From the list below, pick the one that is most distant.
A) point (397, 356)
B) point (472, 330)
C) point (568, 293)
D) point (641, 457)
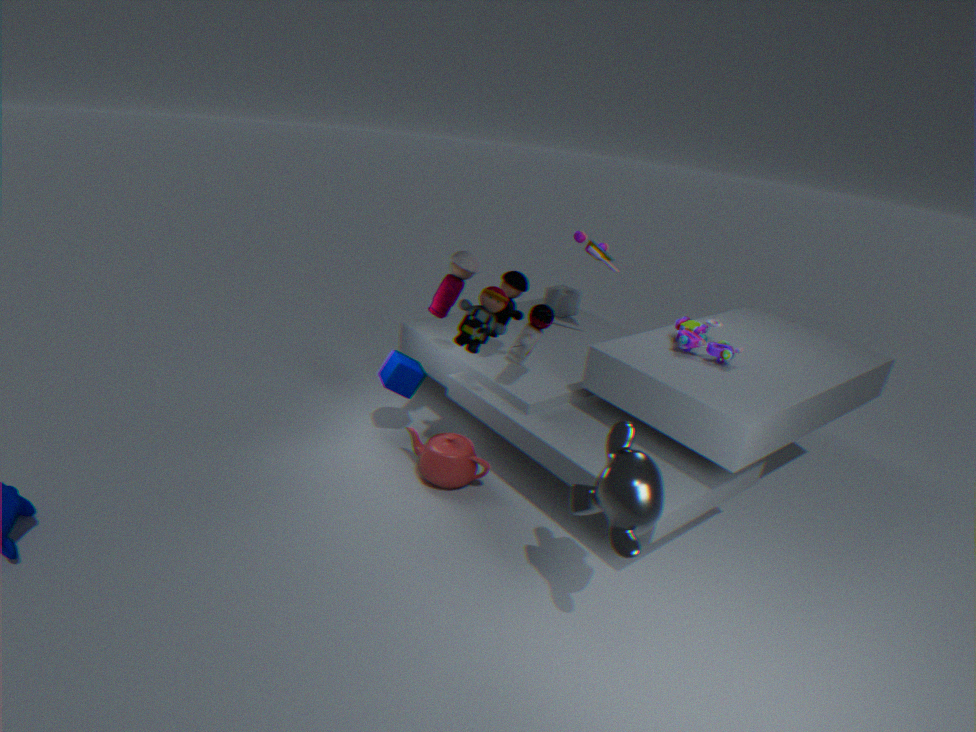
point (568, 293)
